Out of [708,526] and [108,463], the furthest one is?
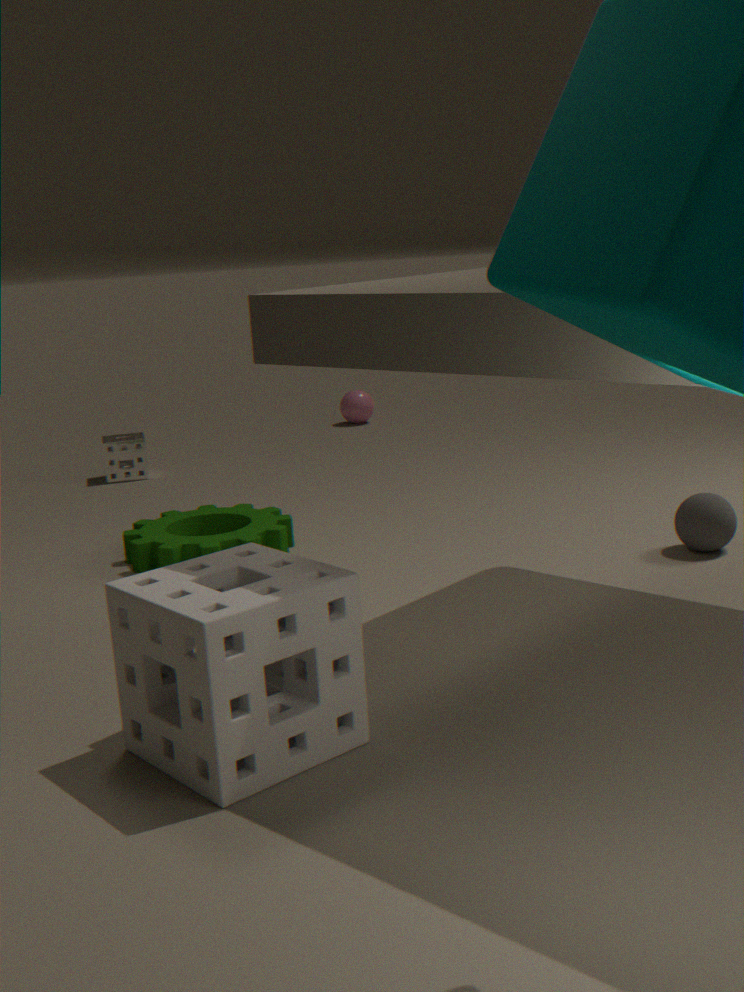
[108,463]
